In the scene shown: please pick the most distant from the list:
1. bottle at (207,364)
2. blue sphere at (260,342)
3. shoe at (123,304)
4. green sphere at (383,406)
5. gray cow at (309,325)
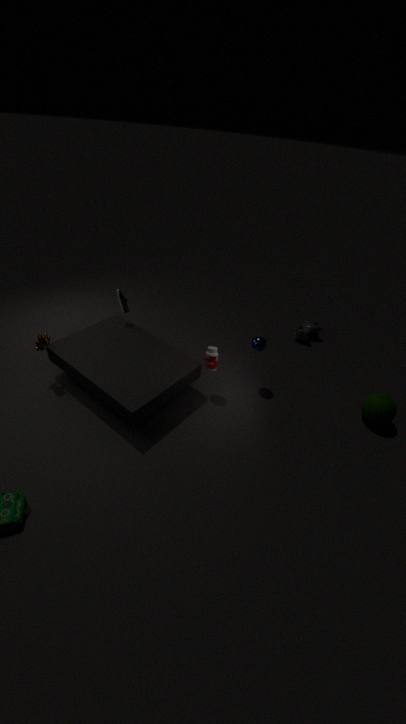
gray cow at (309,325)
